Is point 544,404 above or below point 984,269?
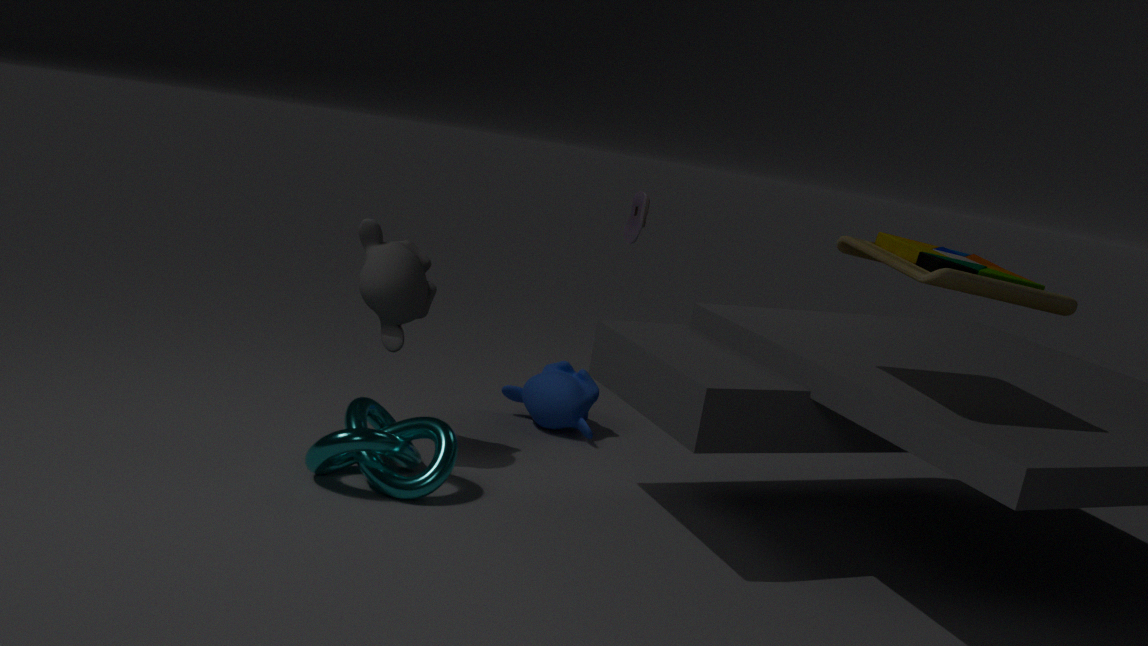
below
